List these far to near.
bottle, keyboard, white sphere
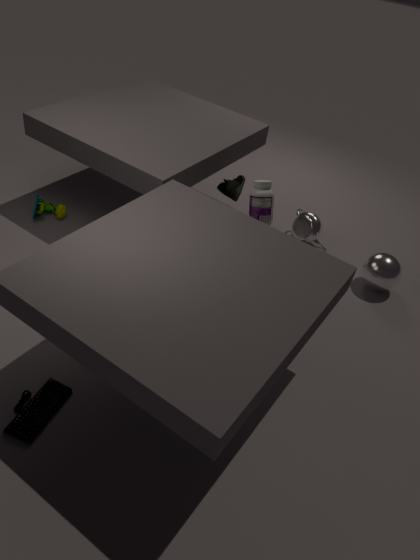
white sphere < bottle < keyboard
